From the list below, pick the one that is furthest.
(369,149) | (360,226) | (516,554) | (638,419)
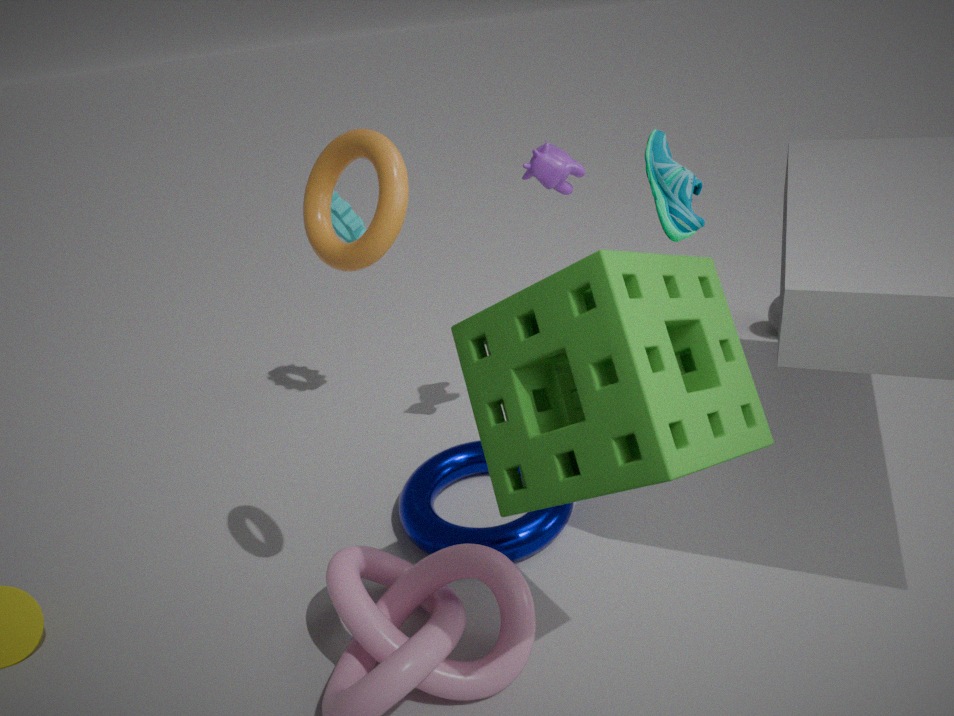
(360,226)
